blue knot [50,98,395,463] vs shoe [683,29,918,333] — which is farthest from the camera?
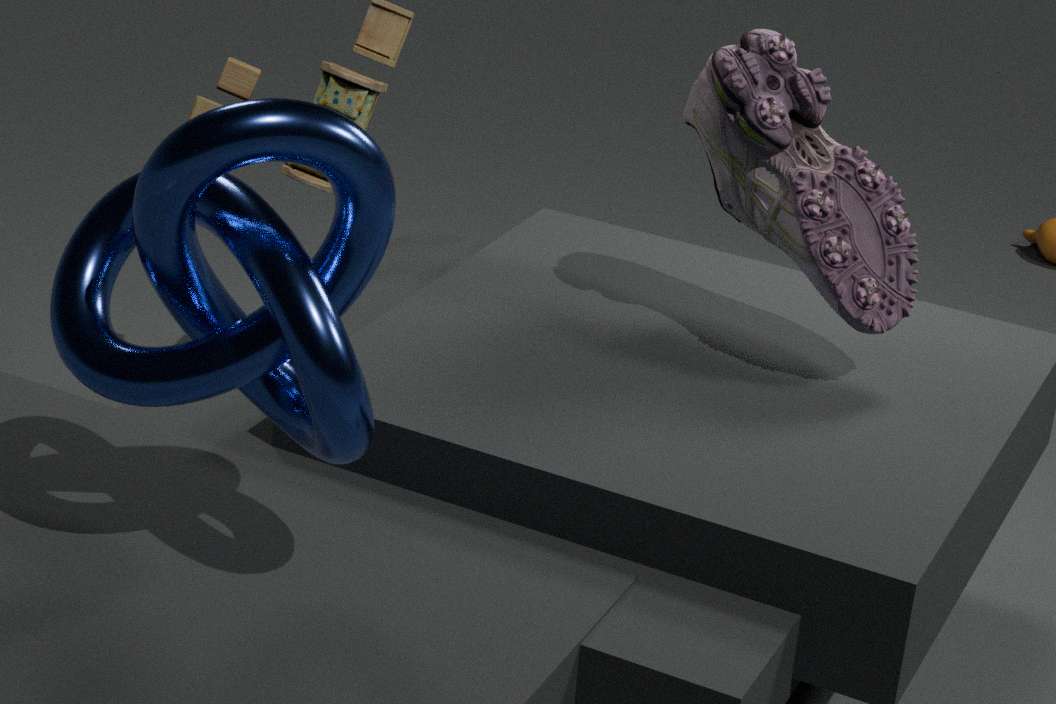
shoe [683,29,918,333]
